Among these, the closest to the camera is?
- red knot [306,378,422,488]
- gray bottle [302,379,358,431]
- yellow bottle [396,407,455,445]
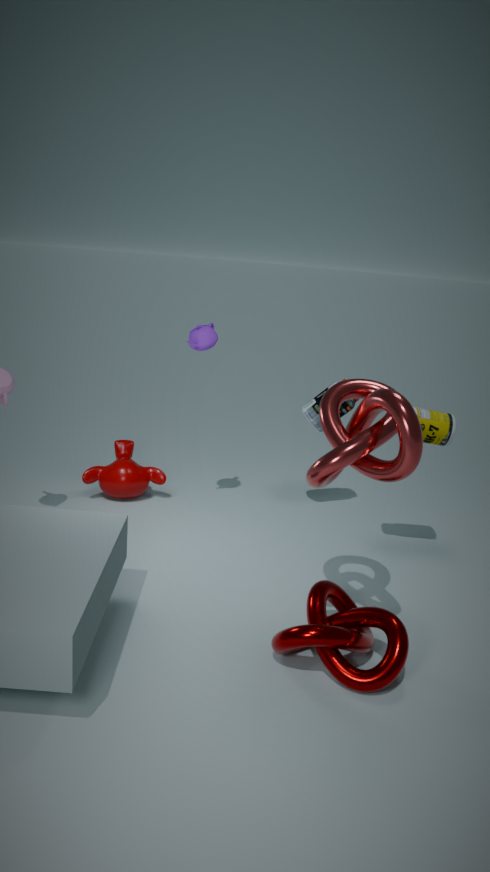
red knot [306,378,422,488]
